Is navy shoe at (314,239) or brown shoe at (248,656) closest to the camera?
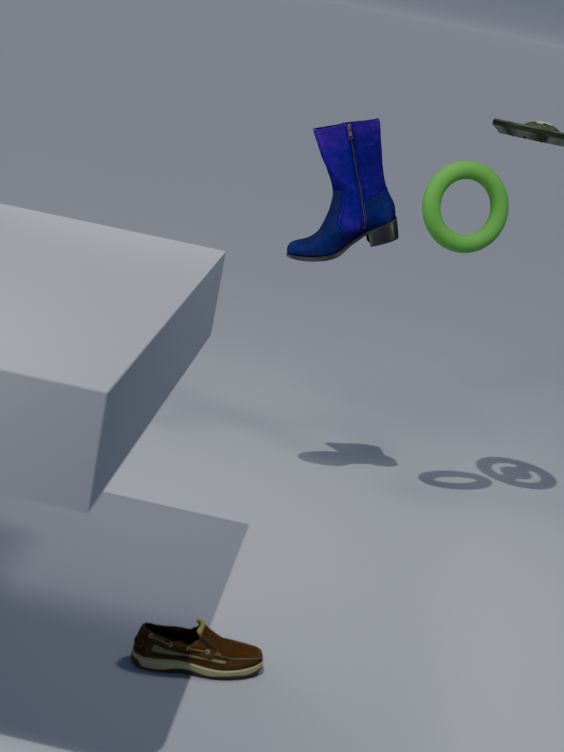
brown shoe at (248,656)
